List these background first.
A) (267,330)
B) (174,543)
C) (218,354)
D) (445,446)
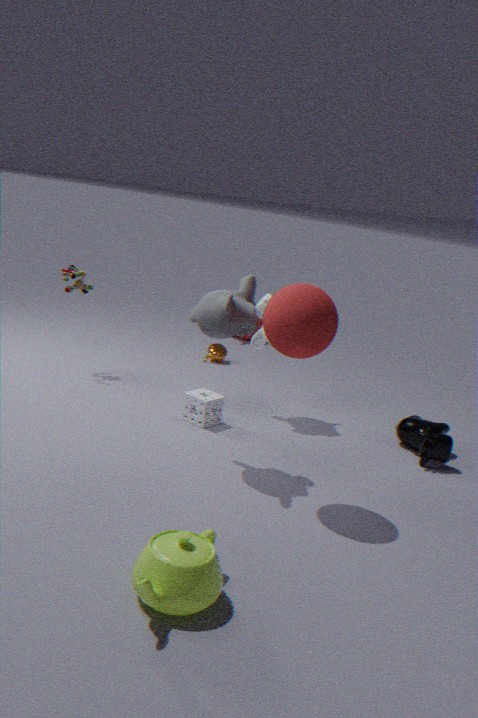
(218,354)
(445,446)
(267,330)
(174,543)
